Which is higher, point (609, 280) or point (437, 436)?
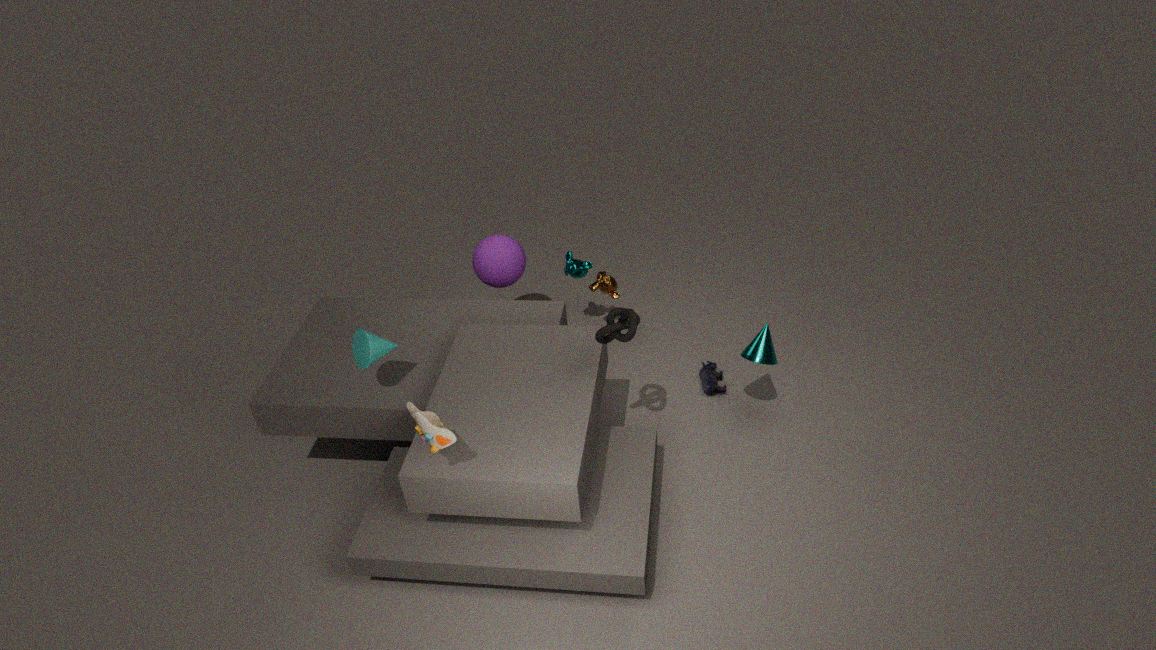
point (437, 436)
